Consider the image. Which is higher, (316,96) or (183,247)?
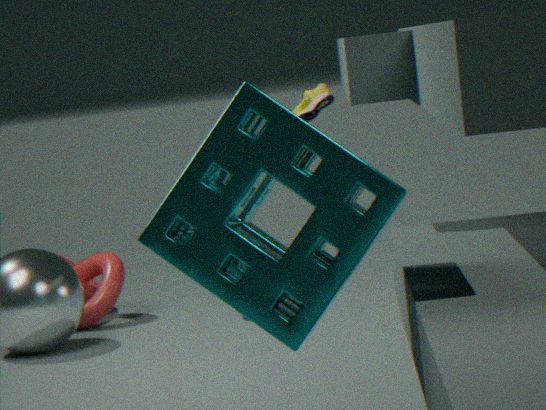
(316,96)
